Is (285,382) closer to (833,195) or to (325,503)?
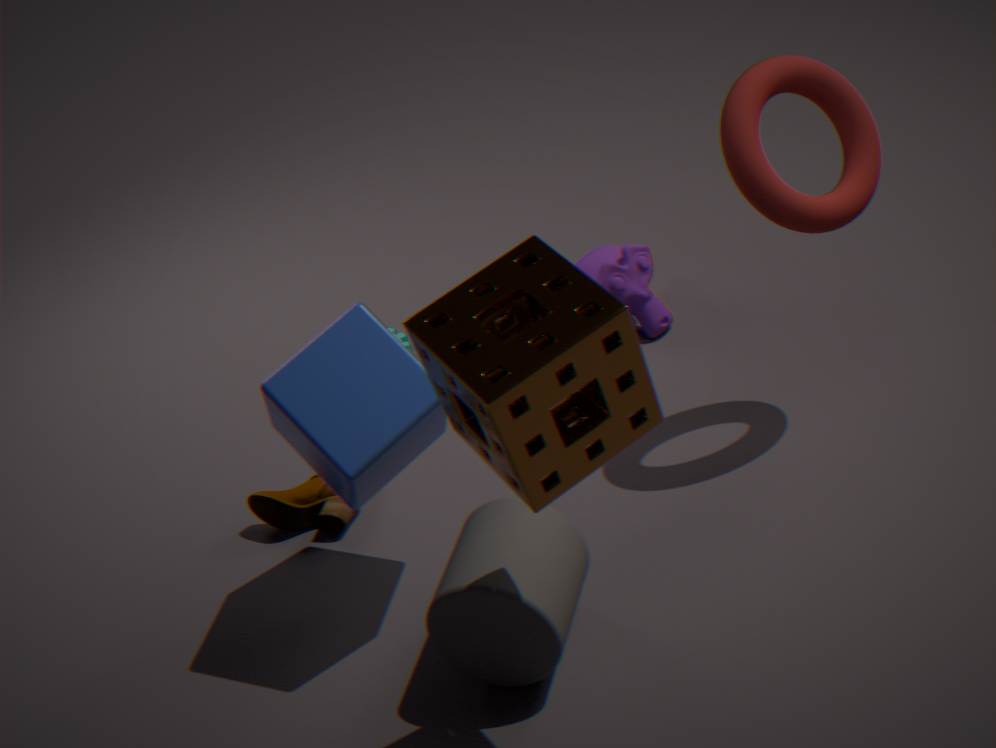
(325,503)
